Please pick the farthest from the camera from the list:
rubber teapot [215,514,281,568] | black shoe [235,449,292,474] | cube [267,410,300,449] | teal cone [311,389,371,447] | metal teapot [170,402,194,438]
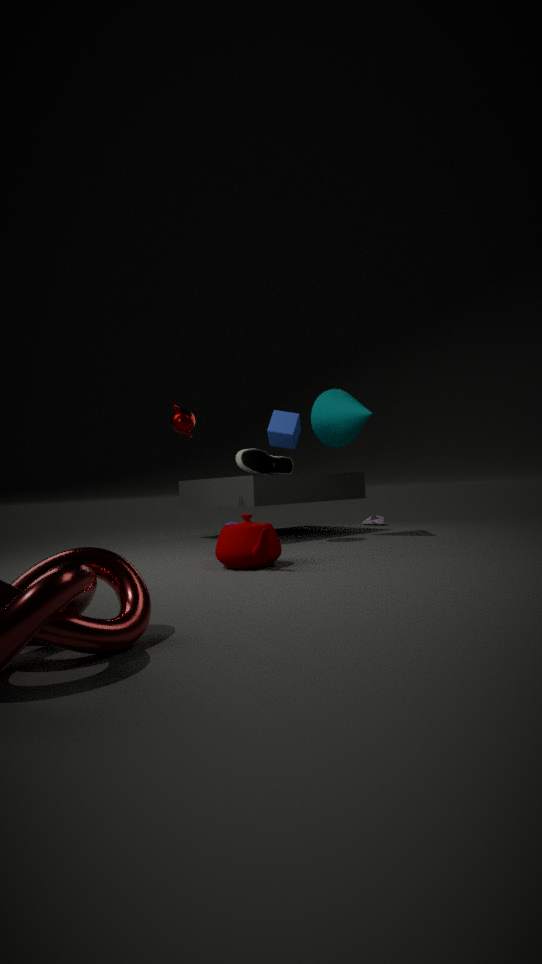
black shoe [235,449,292,474]
